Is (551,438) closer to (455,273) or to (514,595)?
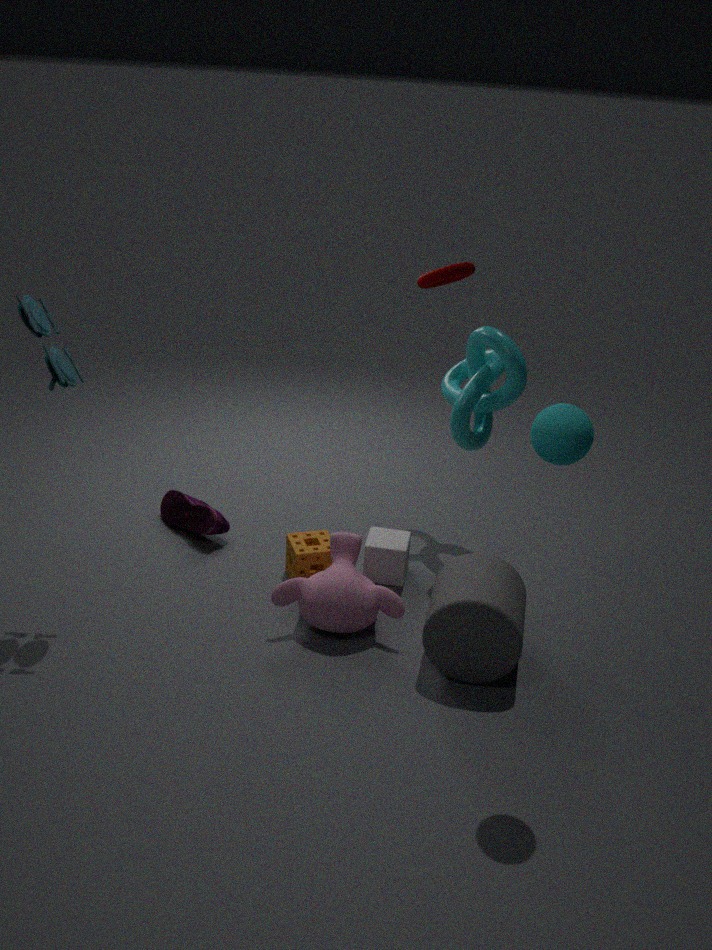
(514,595)
